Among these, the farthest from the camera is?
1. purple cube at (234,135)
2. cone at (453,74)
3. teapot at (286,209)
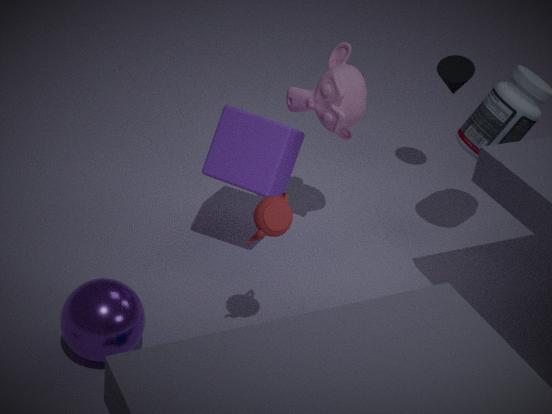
cone at (453,74)
